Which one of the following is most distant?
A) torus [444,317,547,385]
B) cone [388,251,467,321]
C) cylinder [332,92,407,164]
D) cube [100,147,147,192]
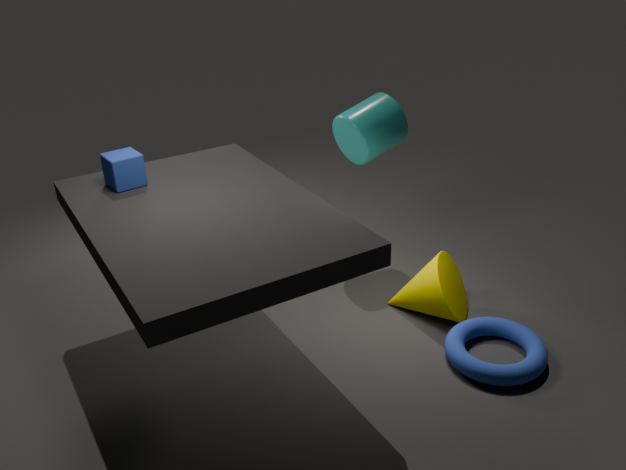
cylinder [332,92,407,164]
